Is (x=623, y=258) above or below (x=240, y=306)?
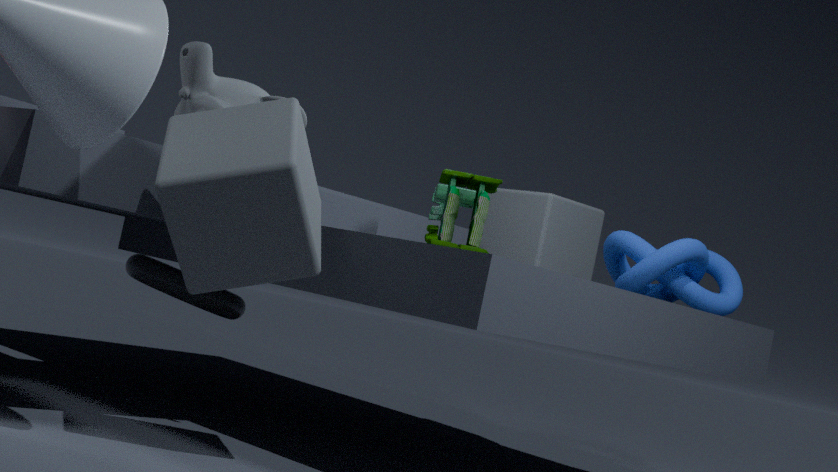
above
